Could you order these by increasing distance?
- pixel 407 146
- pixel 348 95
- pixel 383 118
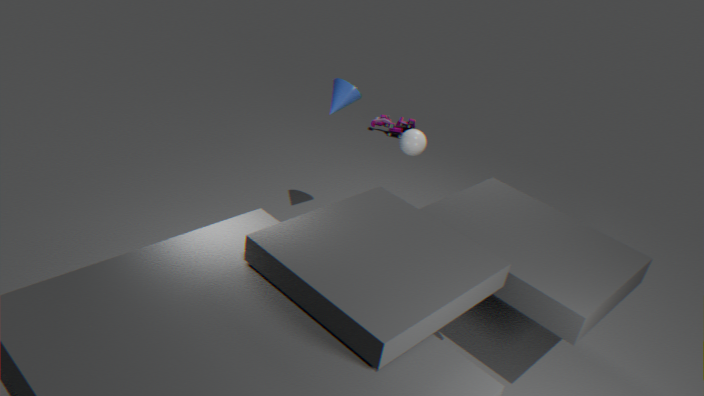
pixel 348 95, pixel 407 146, pixel 383 118
